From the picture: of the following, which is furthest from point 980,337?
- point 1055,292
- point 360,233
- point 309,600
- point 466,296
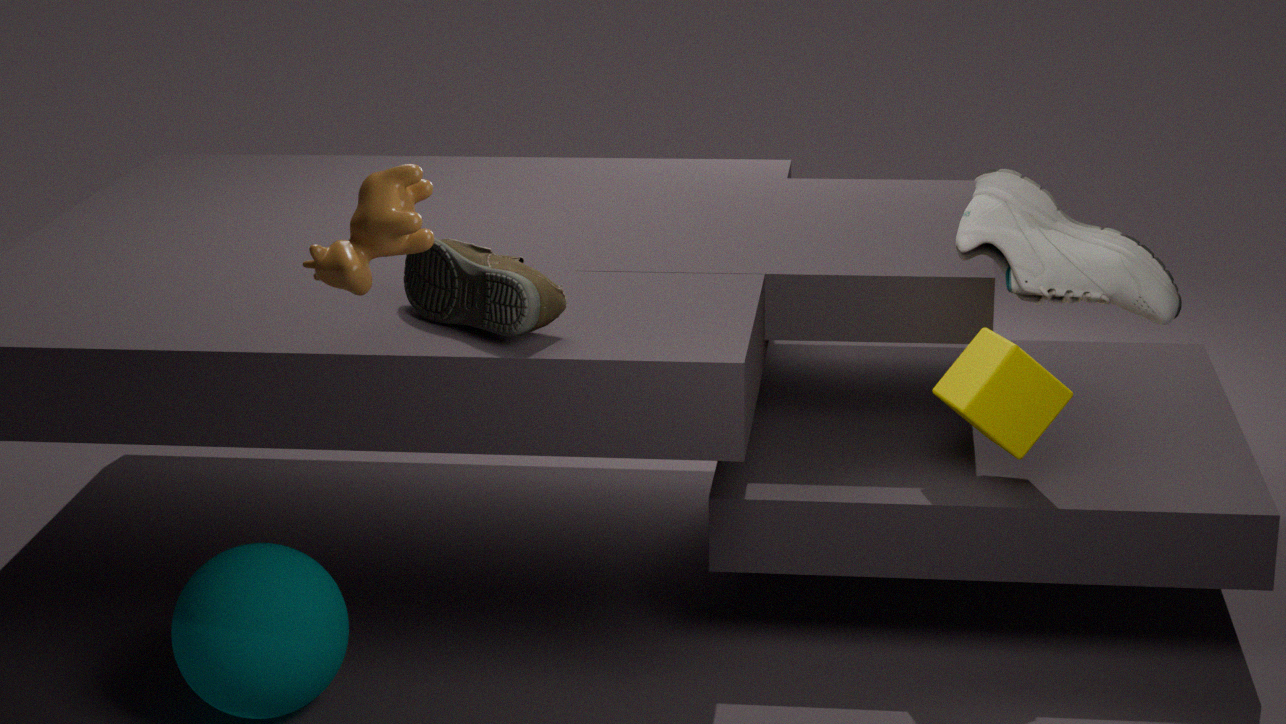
point 309,600
